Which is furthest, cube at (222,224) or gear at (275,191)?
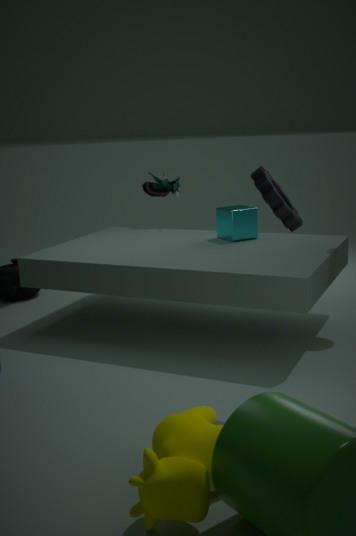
cube at (222,224)
